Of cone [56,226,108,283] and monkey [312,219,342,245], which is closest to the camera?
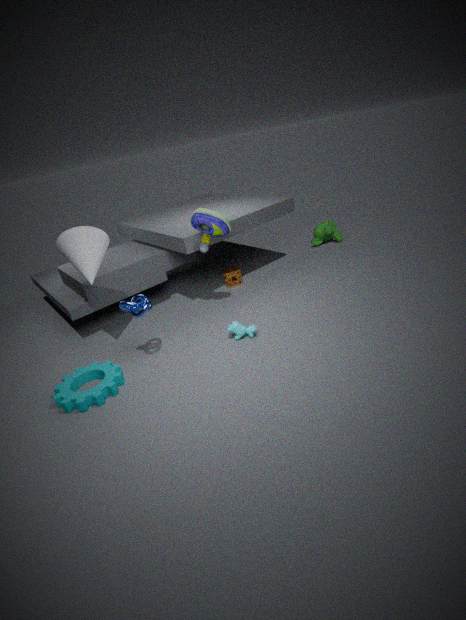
cone [56,226,108,283]
